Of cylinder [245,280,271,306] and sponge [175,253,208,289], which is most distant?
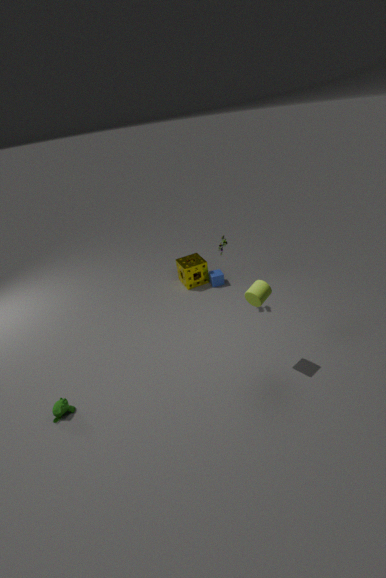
sponge [175,253,208,289]
